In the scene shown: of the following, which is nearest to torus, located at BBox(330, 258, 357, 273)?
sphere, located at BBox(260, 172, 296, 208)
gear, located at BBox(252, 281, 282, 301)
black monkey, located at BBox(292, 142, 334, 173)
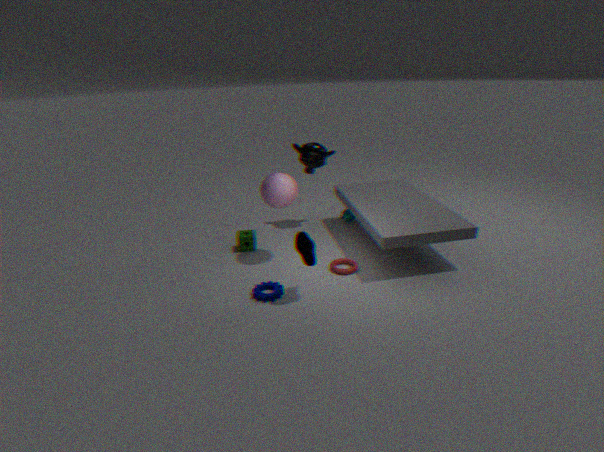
gear, located at BBox(252, 281, 282, 301)
